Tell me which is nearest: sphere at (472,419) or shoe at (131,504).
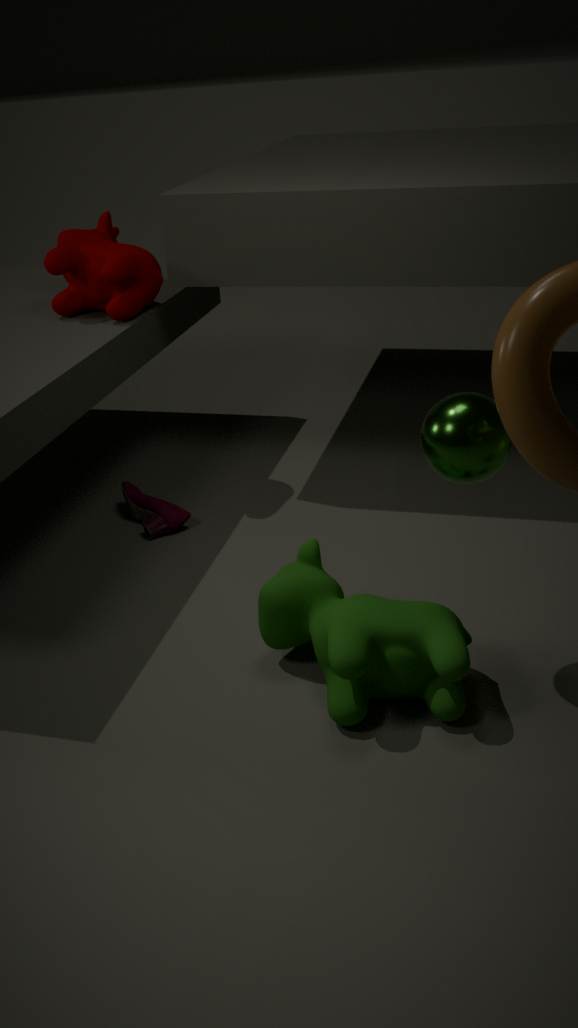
sphere at (472,419)
